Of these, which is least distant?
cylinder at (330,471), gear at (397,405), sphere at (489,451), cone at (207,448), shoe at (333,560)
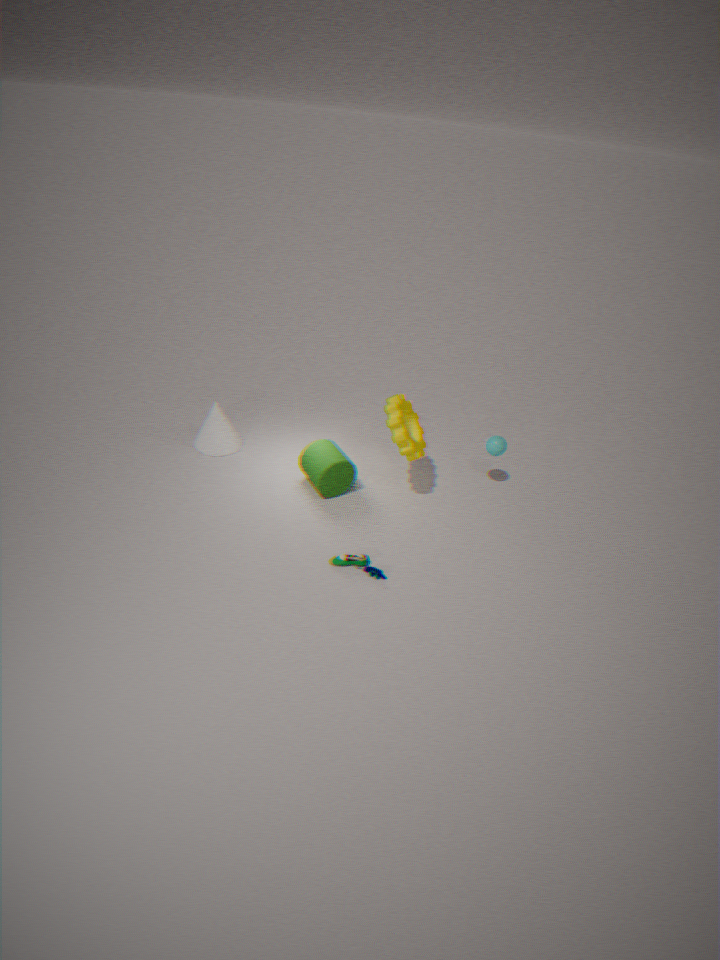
shoe at (333,560)
